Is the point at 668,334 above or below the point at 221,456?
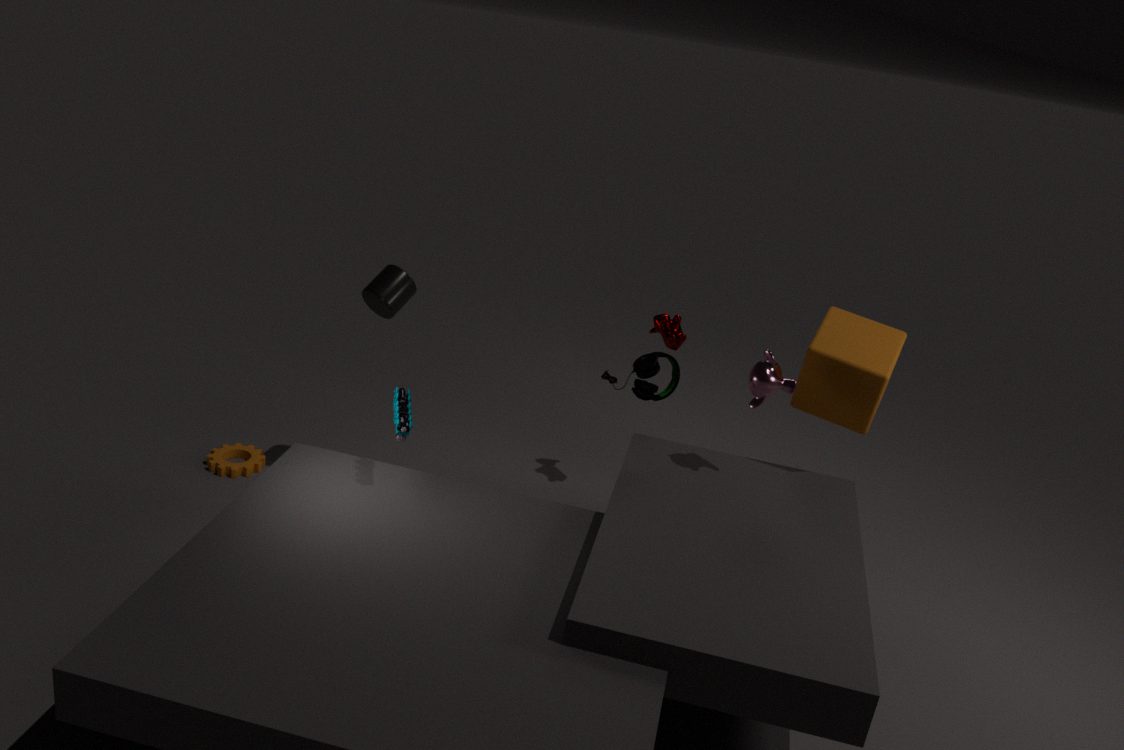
above
